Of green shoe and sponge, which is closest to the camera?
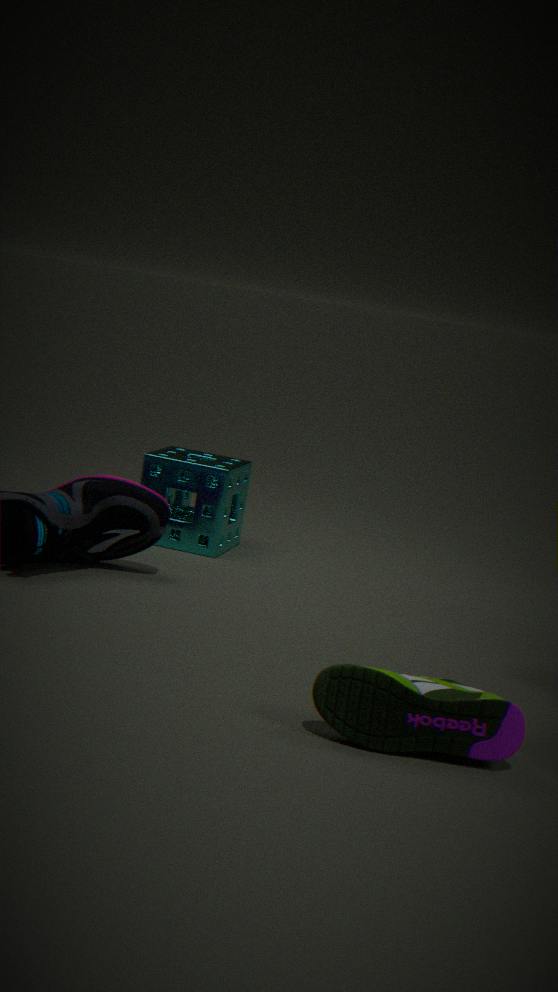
green shoe
